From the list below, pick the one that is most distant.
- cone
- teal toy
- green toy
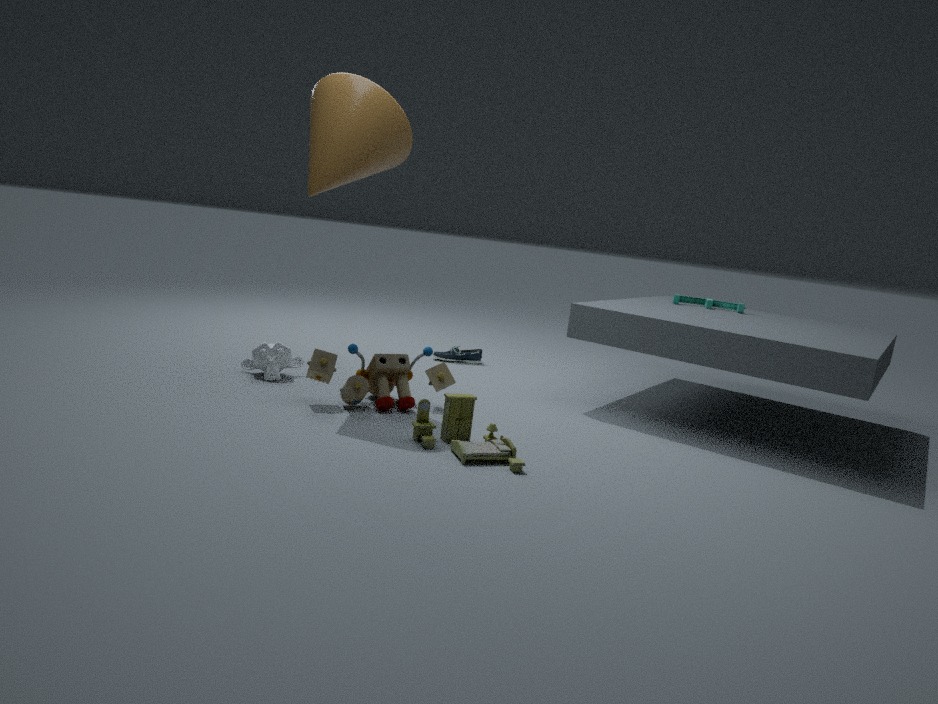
teal toy
